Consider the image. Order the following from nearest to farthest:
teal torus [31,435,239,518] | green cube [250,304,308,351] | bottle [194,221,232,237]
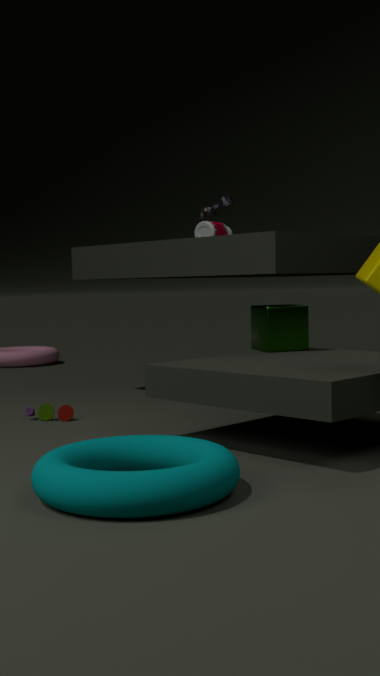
teal torus [31,435,239,518]
green cube [250,304,308,351]
bottle [194,221,232,237]
